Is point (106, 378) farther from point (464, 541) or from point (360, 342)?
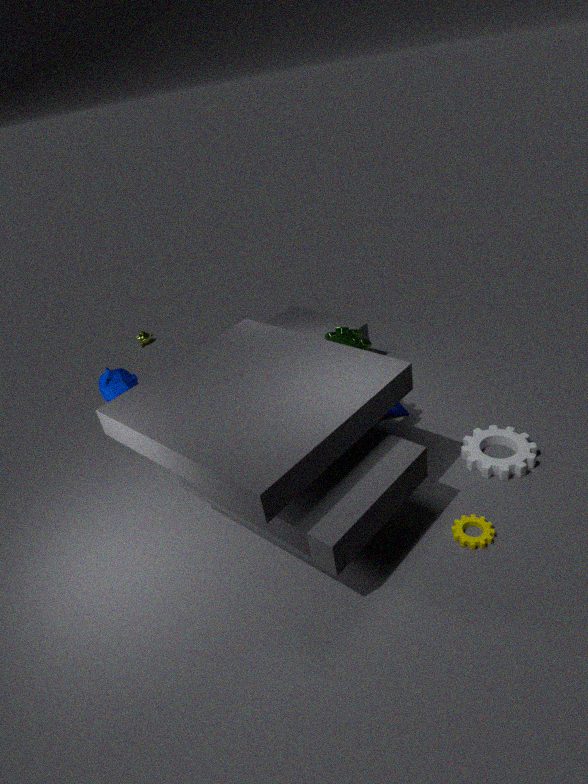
point (464, 541)
